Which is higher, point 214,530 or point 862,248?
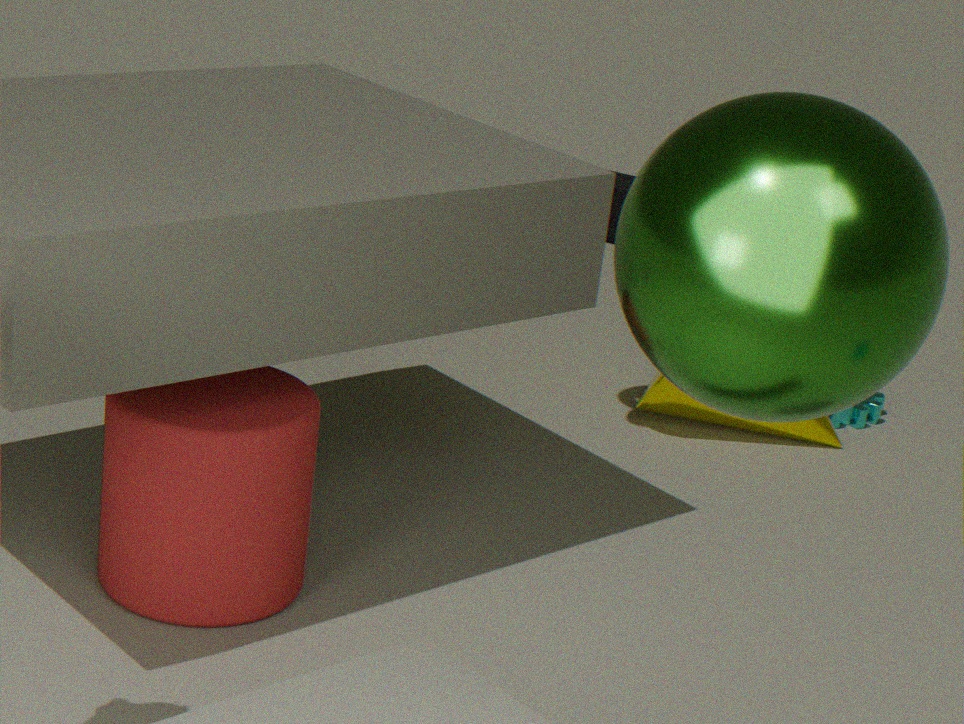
point 862,248
